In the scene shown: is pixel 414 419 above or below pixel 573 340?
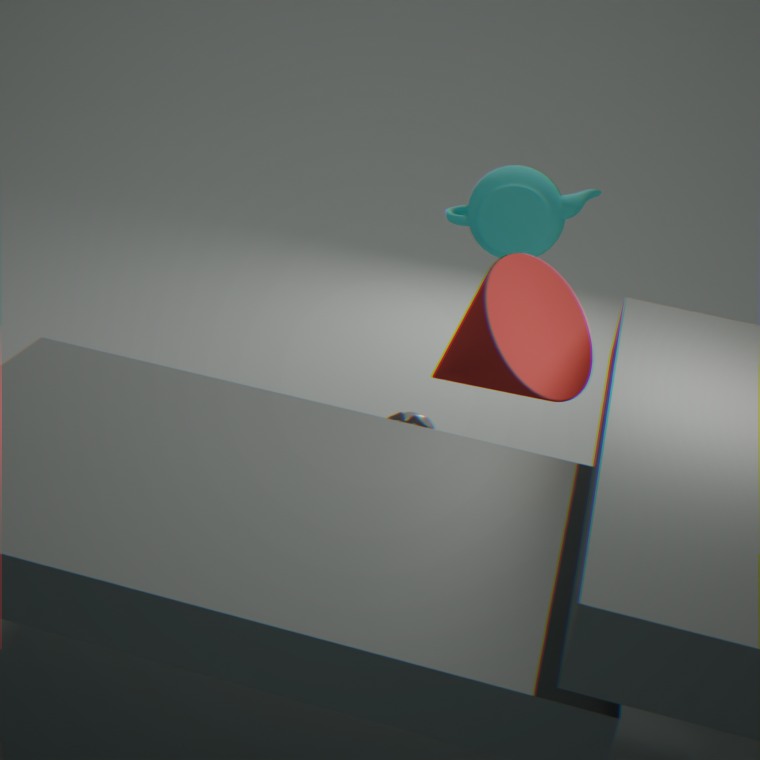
below
